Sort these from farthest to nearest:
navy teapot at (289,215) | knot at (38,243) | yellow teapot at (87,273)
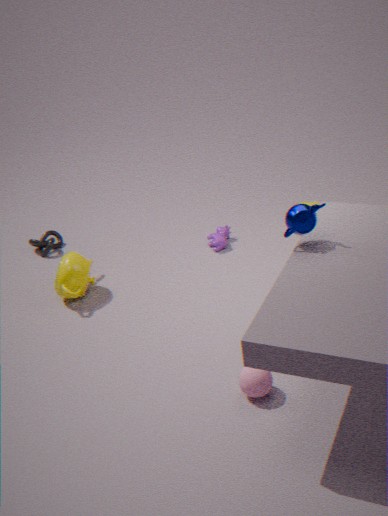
knot at (38,243) → yellow teapot at (87,273) → navy teapot at (289,215)
